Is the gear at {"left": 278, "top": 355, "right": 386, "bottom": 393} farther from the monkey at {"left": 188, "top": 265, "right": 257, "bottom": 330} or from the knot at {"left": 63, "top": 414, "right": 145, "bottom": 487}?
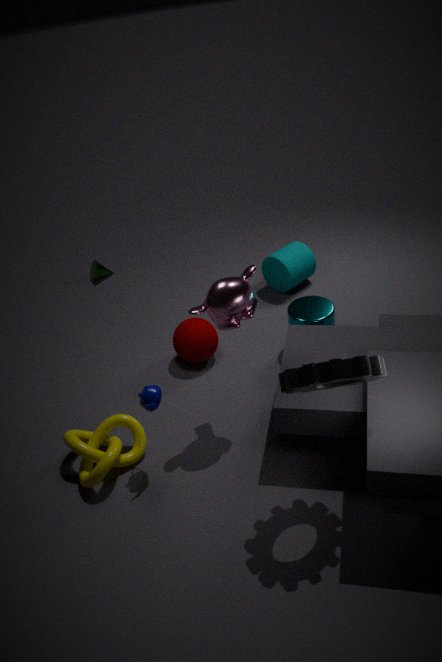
the knot at {"left": 63, "top": 414, "right": 145, "bottom": 487}
